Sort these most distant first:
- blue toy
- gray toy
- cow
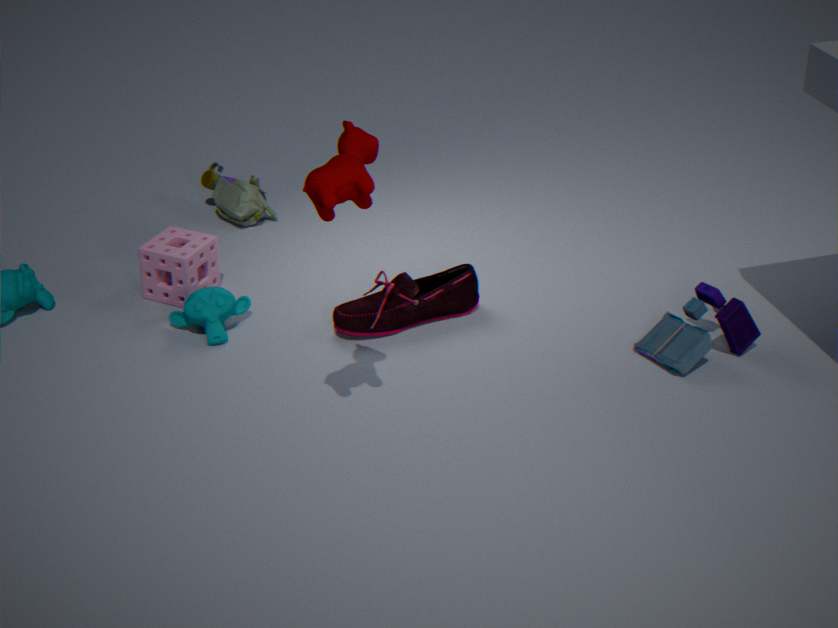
1. gray toy
2. blue toy
3. cow
